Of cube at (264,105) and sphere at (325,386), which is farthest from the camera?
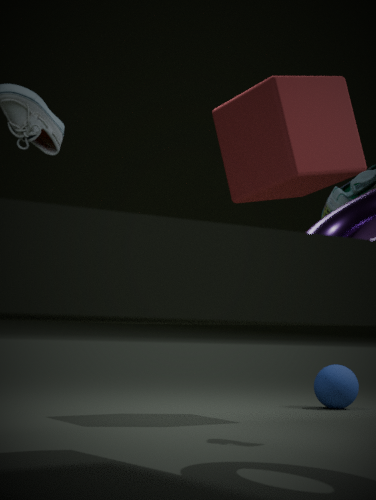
sphere at (325,386)
